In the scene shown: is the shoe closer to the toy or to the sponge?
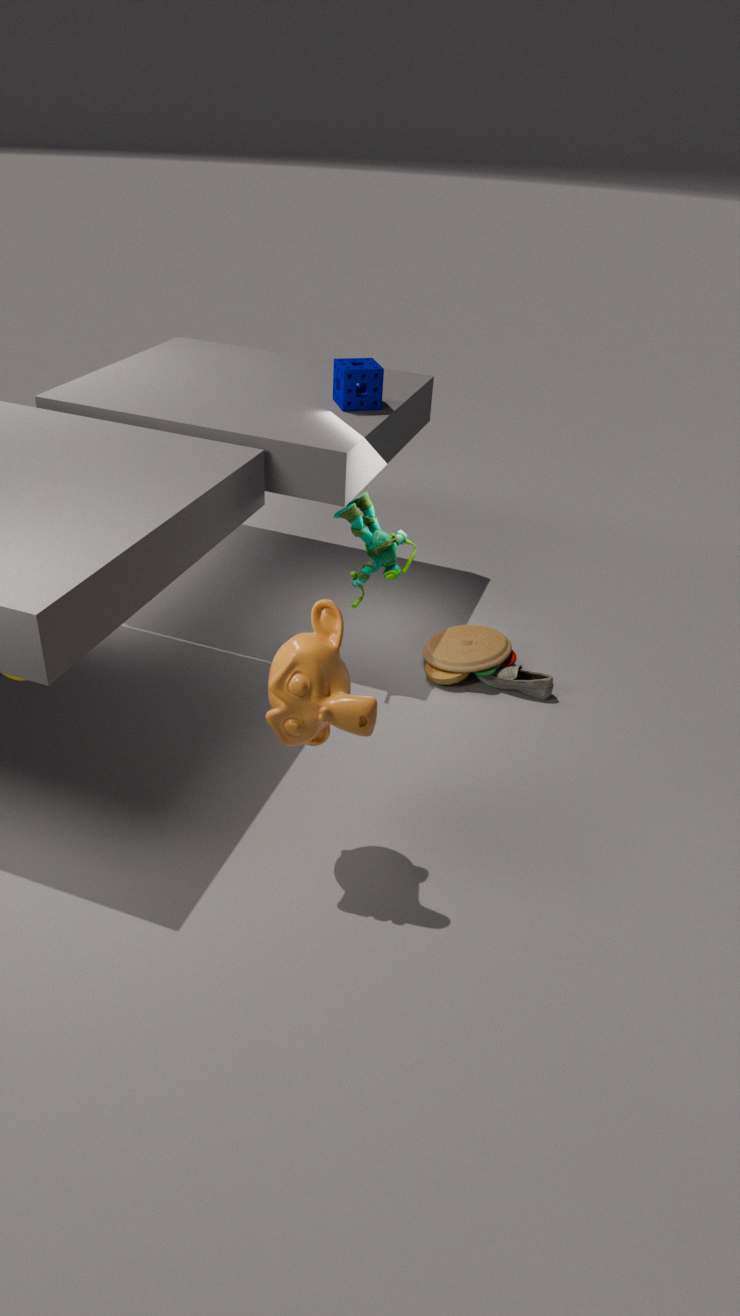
the toy
